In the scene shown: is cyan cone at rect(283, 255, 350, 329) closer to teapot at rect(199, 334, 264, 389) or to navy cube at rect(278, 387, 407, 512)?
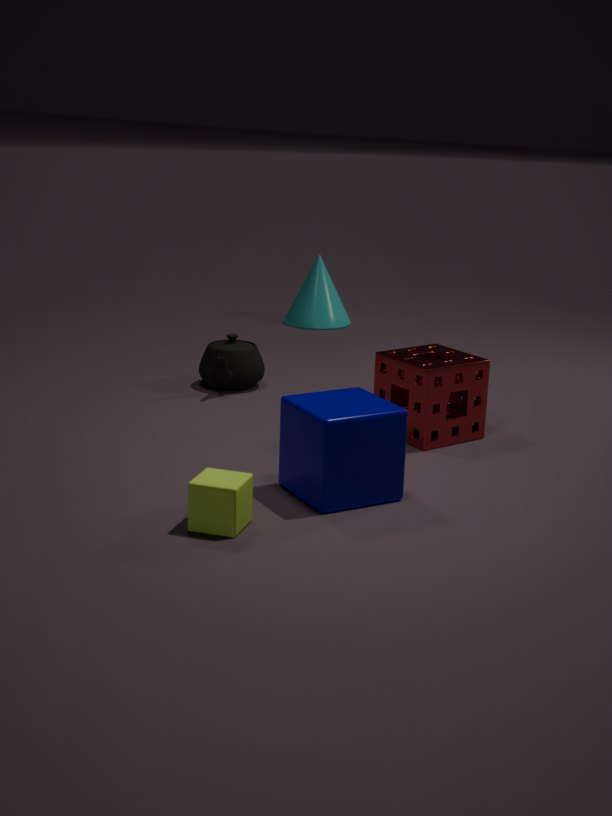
teapot at rect(199, 334, 264, 389)
